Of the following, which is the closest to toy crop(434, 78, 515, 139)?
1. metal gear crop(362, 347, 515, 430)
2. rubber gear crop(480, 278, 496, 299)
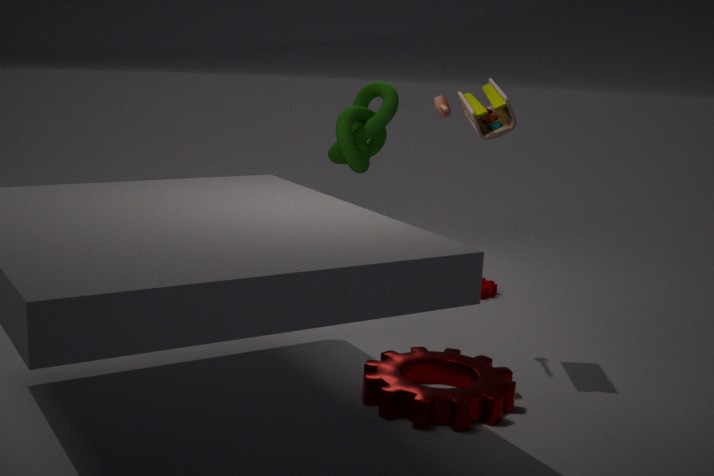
metal gear crop(362, 347, 515, 430)
